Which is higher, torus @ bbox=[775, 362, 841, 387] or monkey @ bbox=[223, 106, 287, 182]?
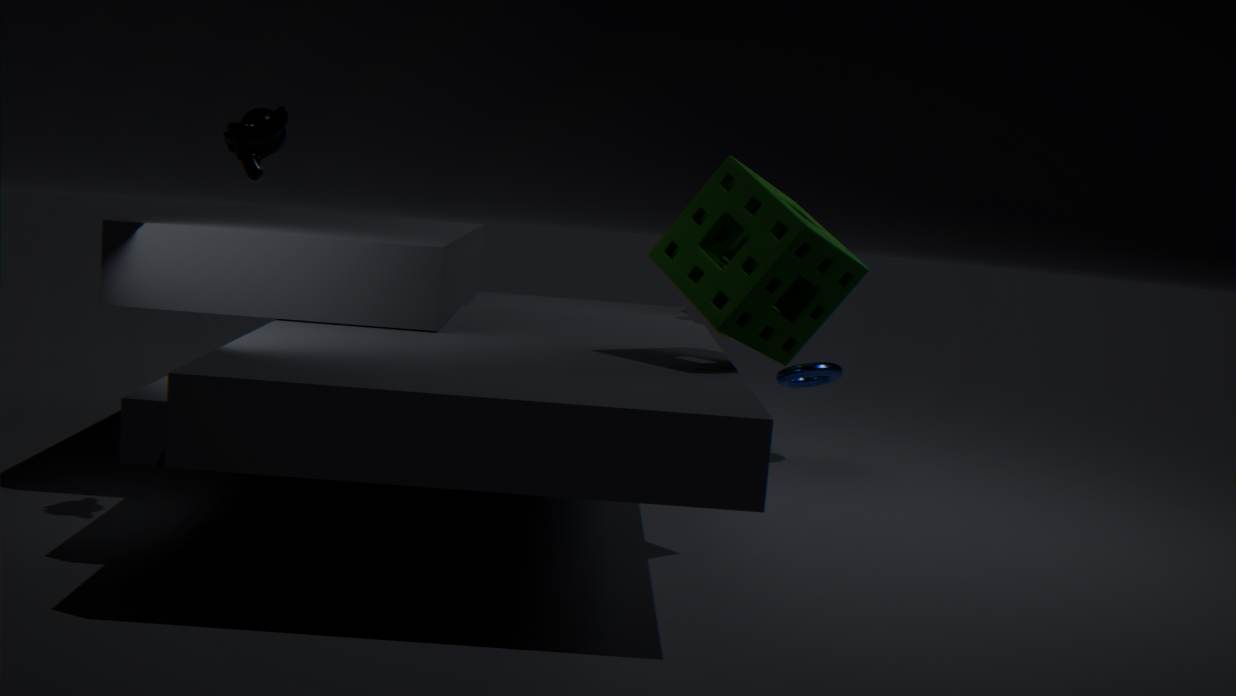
monkey @ bbox=[223, 106, 287, 182]
